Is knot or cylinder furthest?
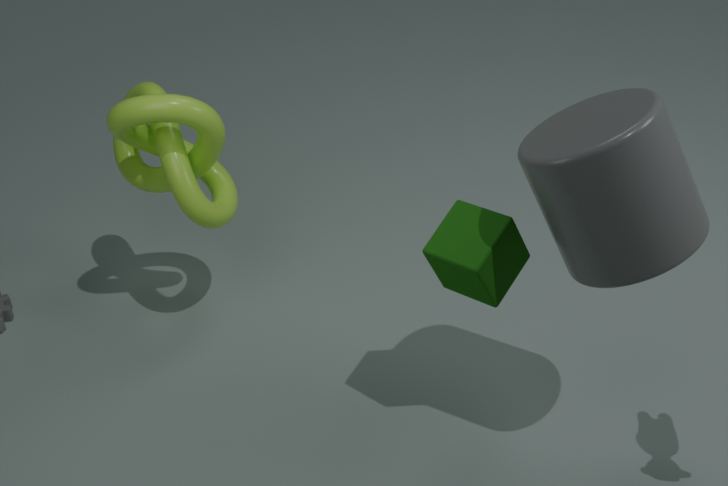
knot
